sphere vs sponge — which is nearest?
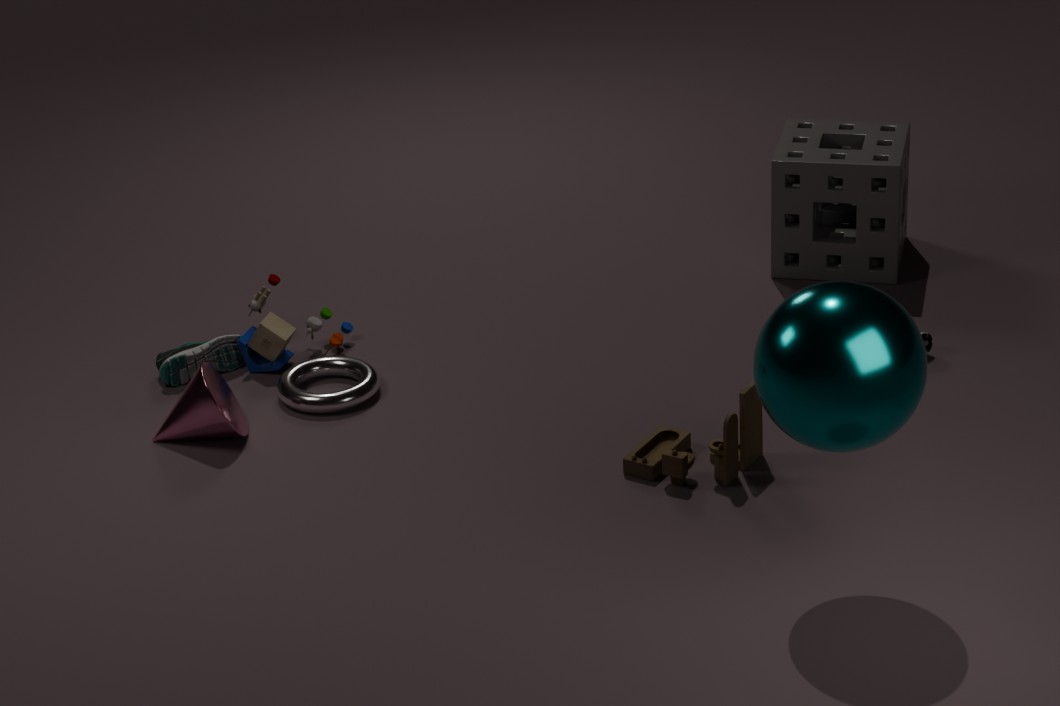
sphere
